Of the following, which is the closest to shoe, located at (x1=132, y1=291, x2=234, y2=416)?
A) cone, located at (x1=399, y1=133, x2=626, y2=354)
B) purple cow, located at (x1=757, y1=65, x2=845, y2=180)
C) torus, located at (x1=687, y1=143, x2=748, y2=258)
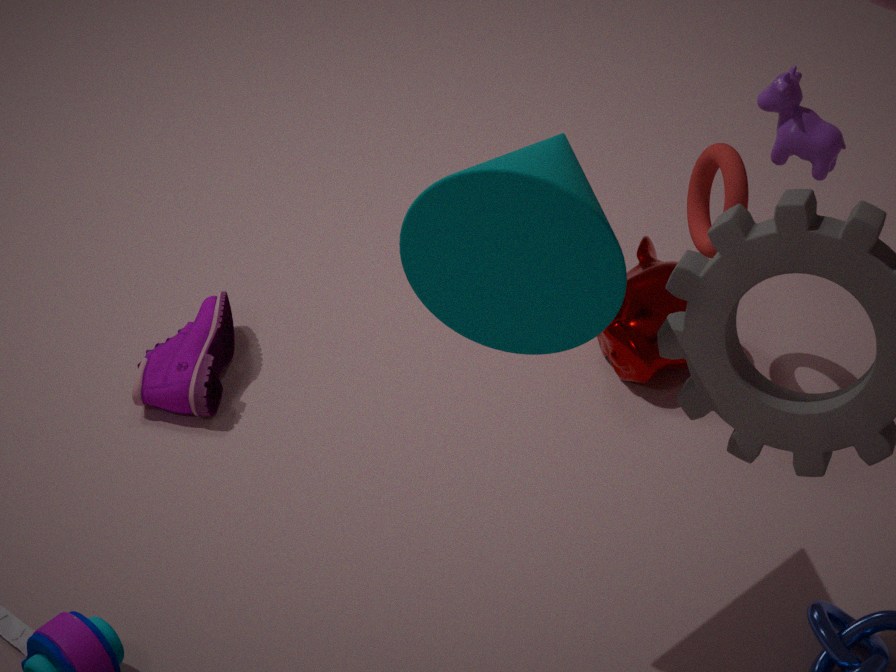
cone, located at (x1=399, y1=133, x2=626, y2=354)
